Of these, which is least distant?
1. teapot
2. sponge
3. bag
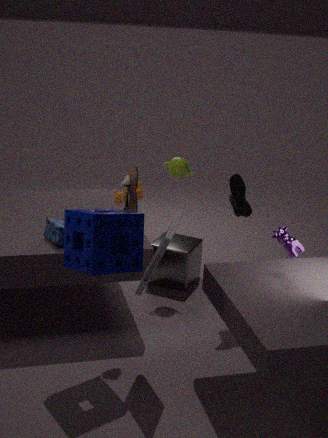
sponge
